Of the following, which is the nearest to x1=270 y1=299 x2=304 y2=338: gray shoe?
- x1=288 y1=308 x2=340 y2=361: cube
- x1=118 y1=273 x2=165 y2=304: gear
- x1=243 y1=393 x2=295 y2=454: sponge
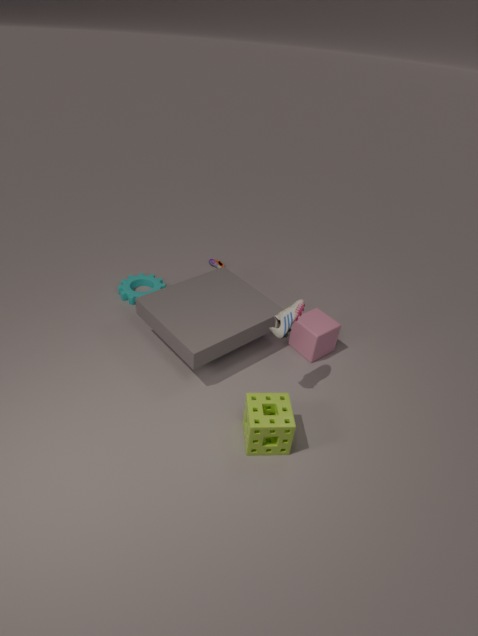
x1=243 y1=393 x2=295 y2=454: sponge
